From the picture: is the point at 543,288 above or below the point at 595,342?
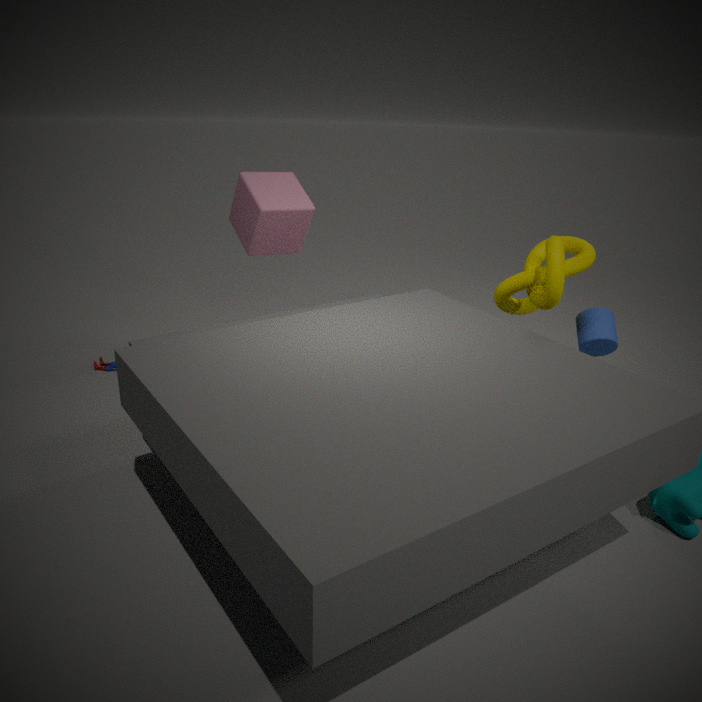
above
